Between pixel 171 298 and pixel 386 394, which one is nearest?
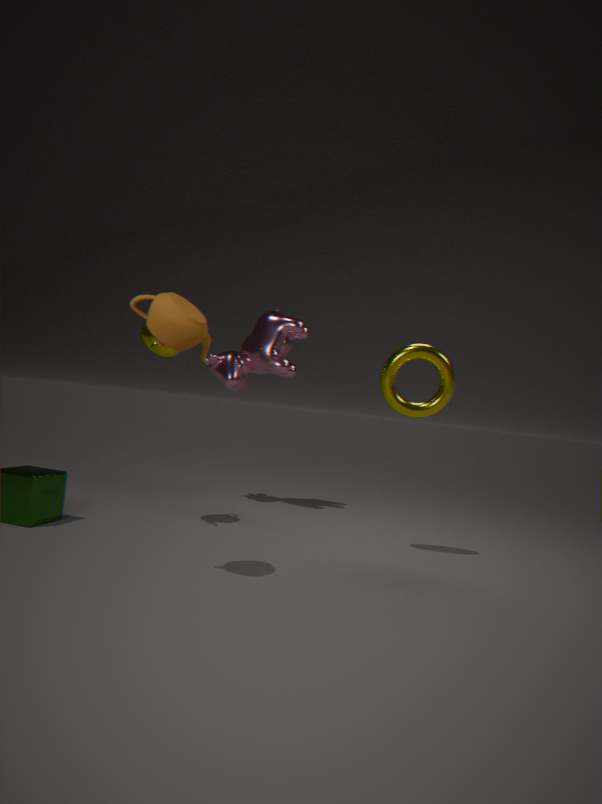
pixel 171 298
